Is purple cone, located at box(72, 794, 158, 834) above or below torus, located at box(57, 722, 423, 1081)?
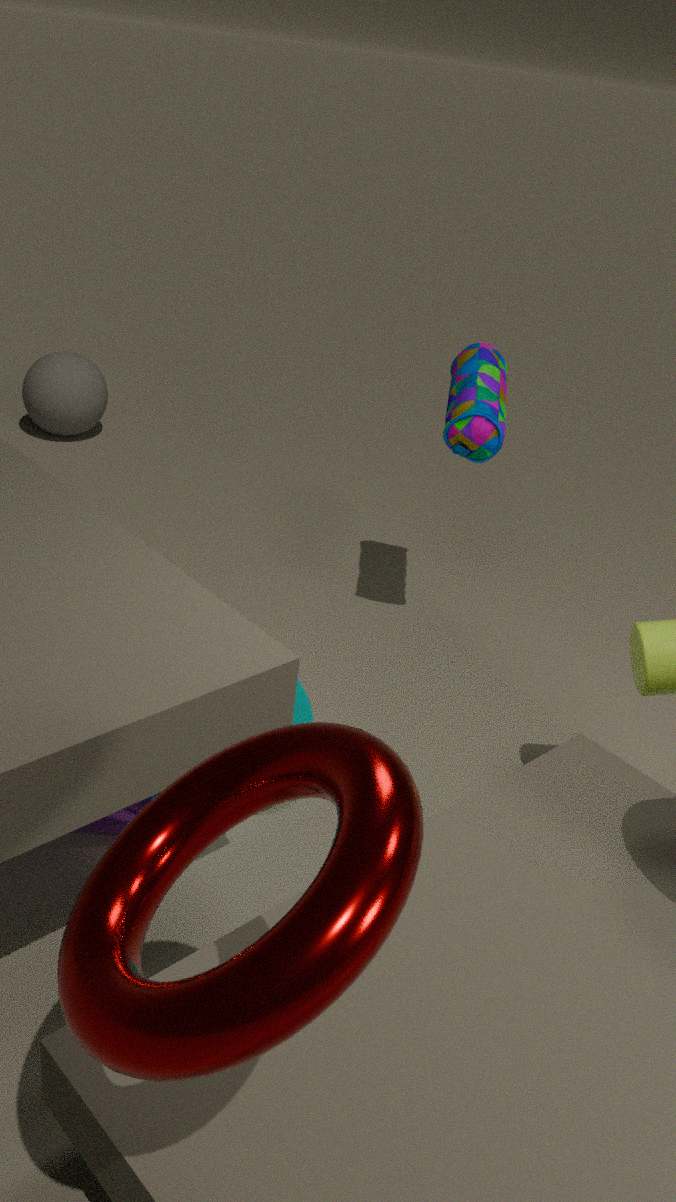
below
